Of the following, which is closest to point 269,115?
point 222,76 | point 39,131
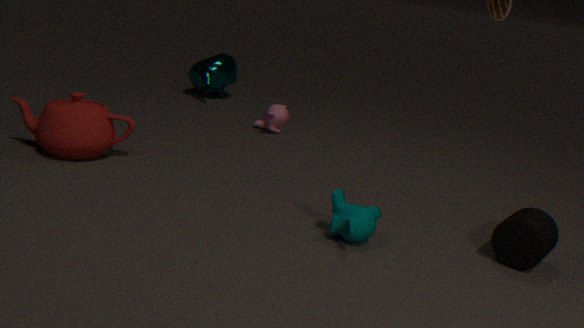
point 222,76
